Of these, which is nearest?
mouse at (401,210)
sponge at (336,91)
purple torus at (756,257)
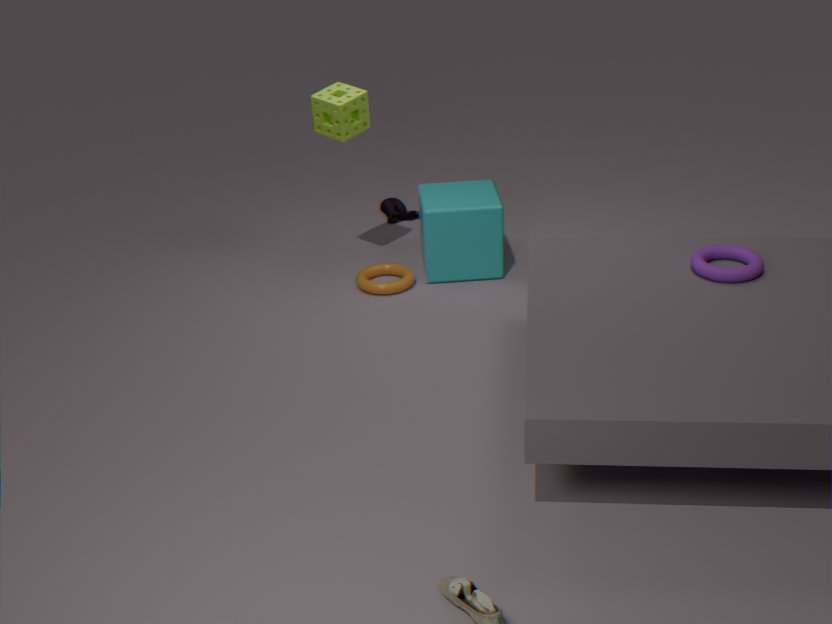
purple torus at (756,257)
